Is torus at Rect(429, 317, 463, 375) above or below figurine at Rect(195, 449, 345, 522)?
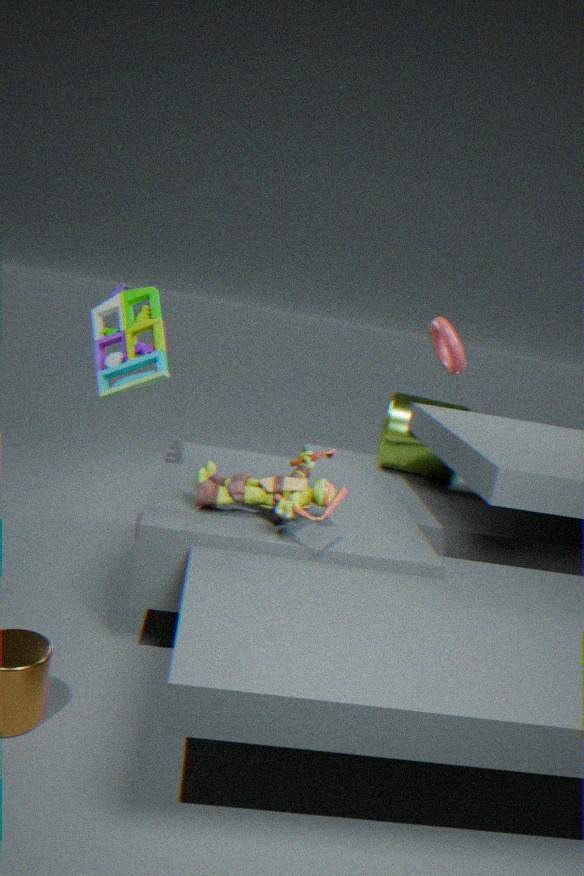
above
